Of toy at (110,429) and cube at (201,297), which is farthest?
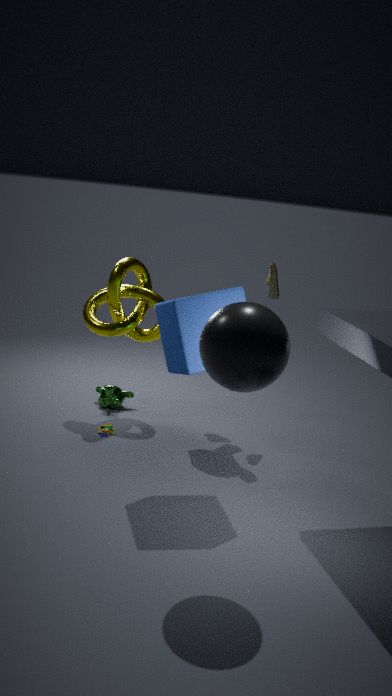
toy at (110,429)
